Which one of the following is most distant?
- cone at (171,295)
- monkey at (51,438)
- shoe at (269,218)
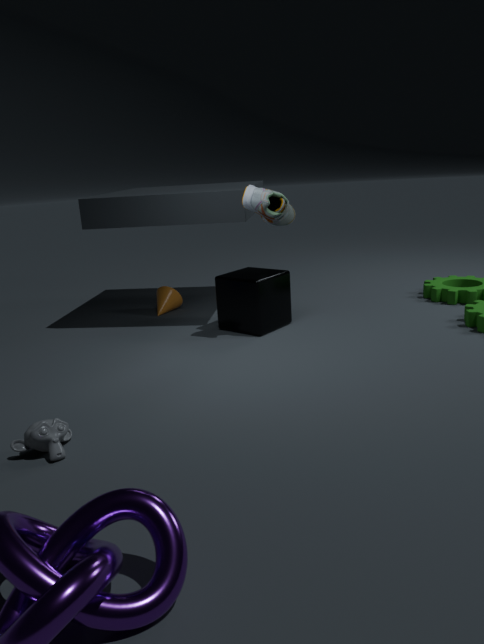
cone at (171,295)
